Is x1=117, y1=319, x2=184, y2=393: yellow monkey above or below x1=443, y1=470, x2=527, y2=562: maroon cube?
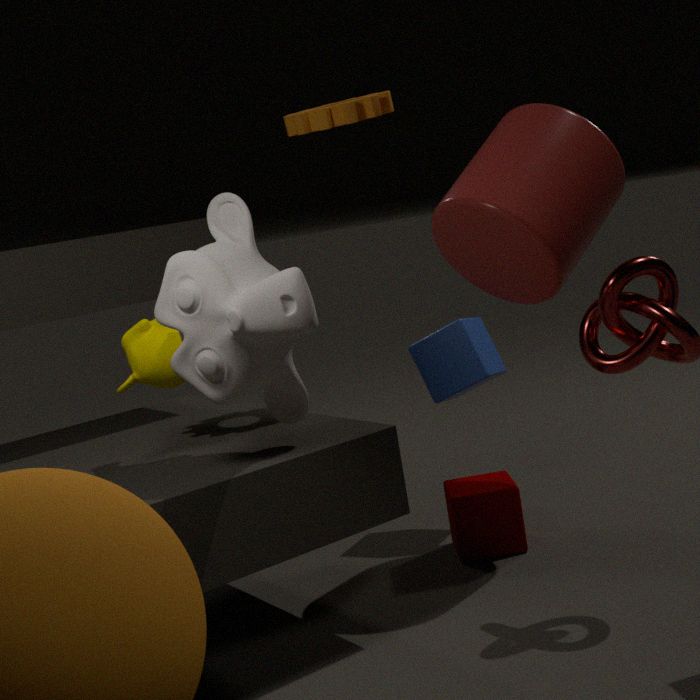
above
